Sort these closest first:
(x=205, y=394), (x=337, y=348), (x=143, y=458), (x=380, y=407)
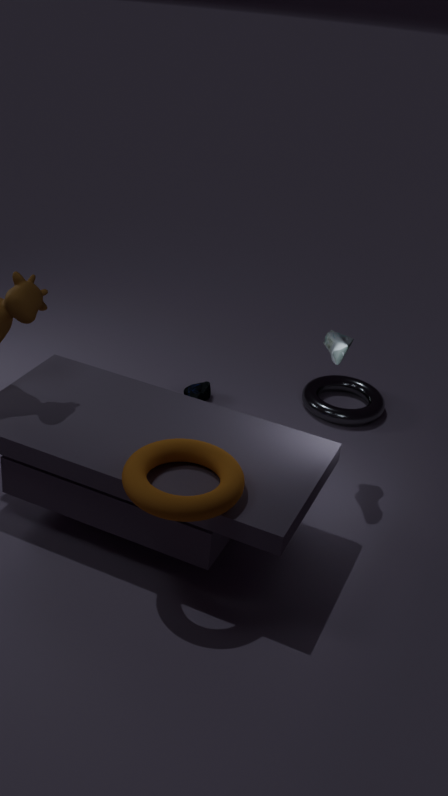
(x=143, y=458) → (x=337, y=348) → (x=205, y=394) → (x=380, y=407)
